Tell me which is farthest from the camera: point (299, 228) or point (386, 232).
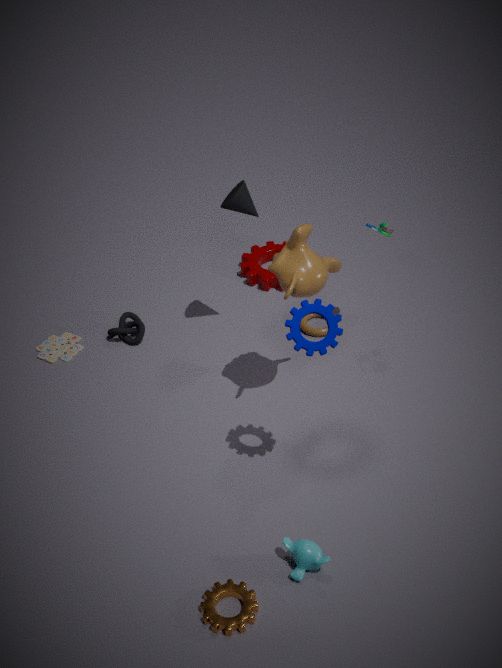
point (386, 232)
